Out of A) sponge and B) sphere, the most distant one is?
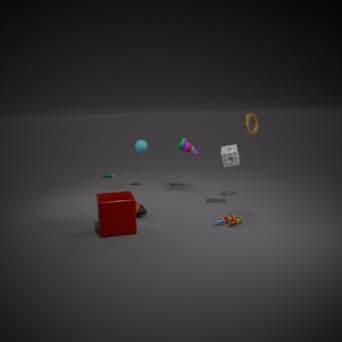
B. sphere
